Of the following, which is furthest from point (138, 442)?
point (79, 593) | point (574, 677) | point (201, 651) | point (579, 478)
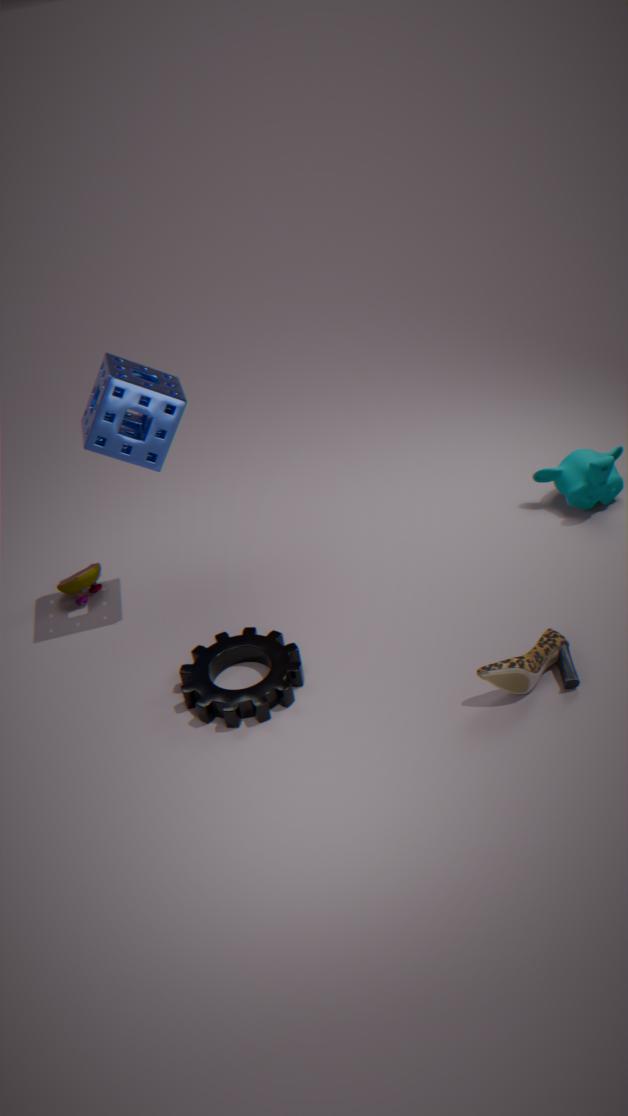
point (579, 478)
